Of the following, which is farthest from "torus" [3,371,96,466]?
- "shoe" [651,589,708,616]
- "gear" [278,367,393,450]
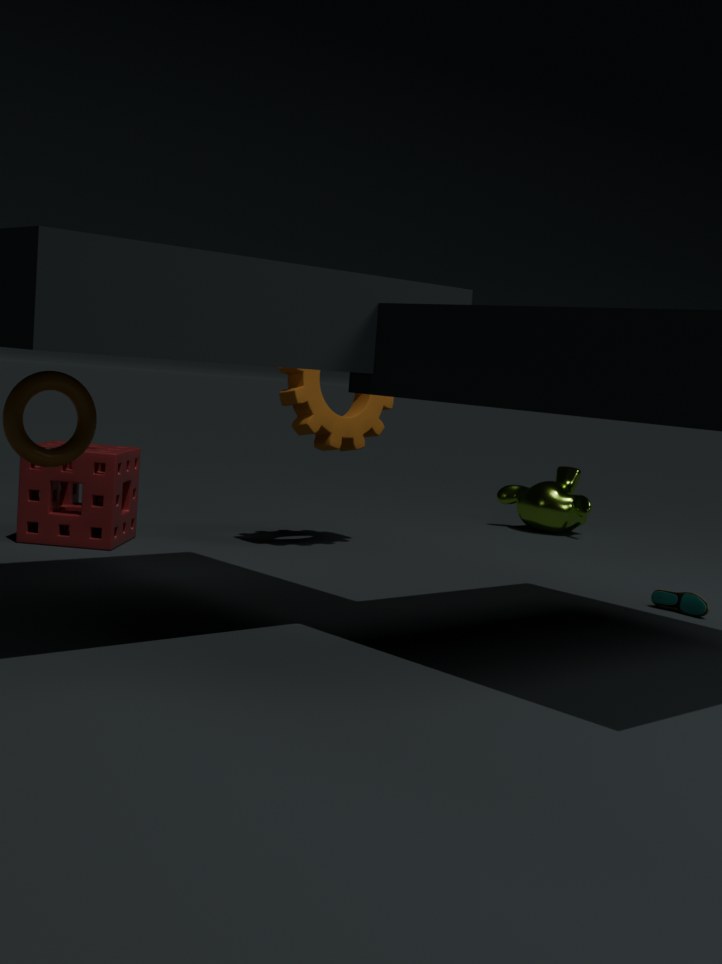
"shoe" [651,589,708,616]
